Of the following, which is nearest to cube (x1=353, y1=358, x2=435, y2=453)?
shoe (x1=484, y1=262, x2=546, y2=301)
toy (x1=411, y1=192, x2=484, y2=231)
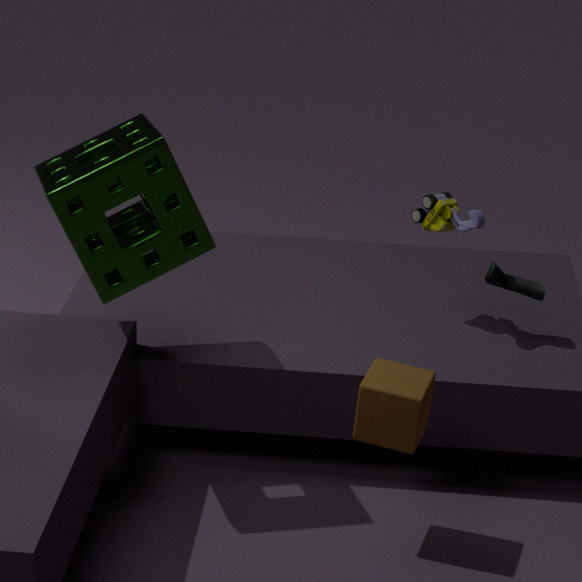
shoe (x1=484, y1=262, x2=546, y2=301)
